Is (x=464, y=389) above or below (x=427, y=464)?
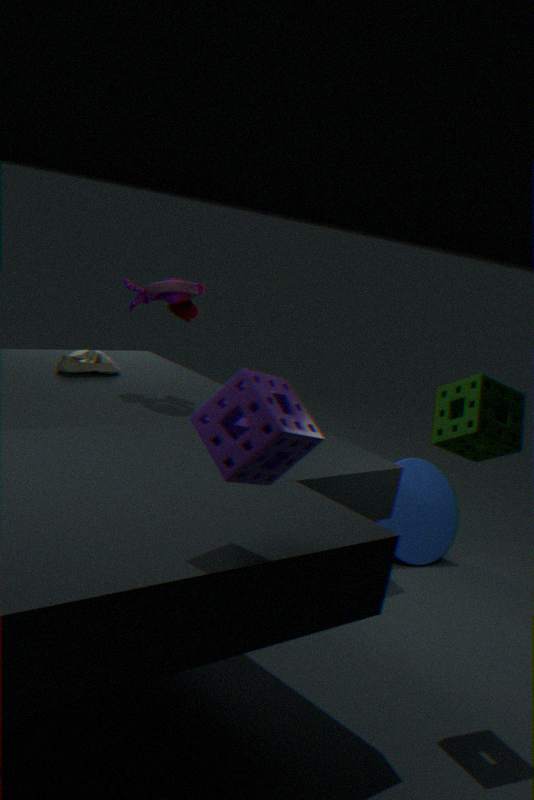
above
